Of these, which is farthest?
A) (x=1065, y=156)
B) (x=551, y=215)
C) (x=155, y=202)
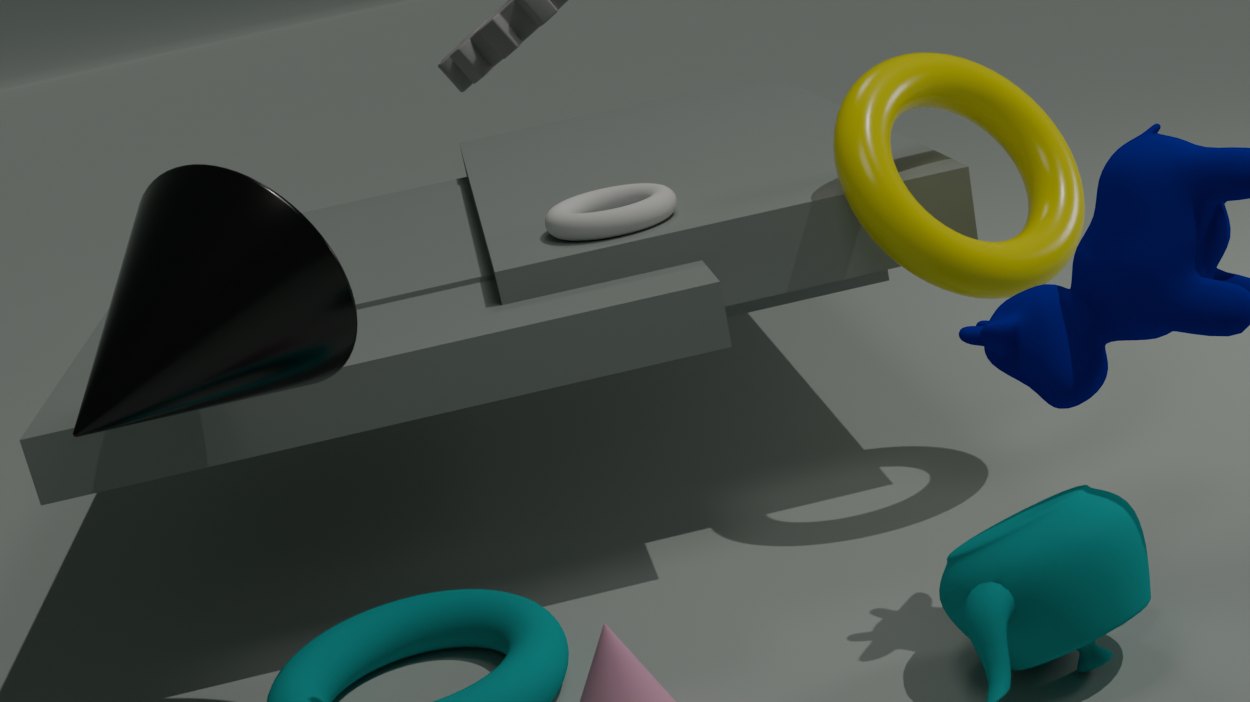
(x=551, y=215)
